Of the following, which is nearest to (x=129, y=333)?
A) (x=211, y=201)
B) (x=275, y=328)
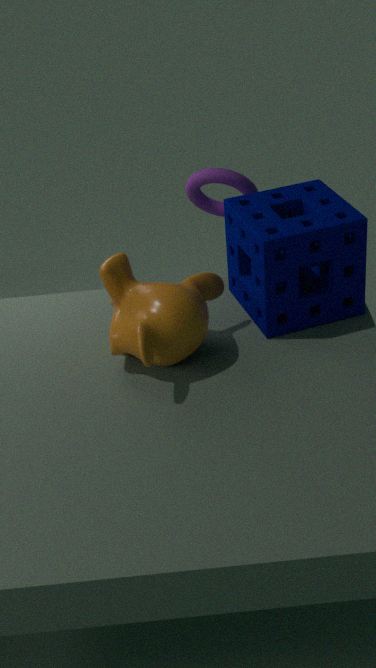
(x=275, y=328)
